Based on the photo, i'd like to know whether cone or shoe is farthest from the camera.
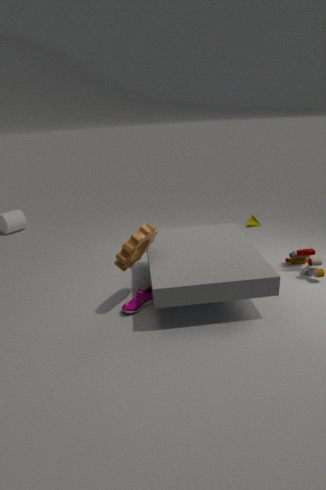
cone
